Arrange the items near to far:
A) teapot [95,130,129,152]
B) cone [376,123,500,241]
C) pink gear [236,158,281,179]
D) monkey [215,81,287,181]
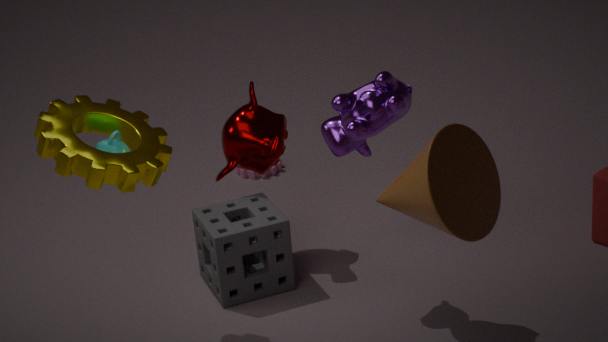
cone [376,123,500,241], teapot [95,130,129,152], monkey [215,81,287,181], pink gear [236,158,281,179]
